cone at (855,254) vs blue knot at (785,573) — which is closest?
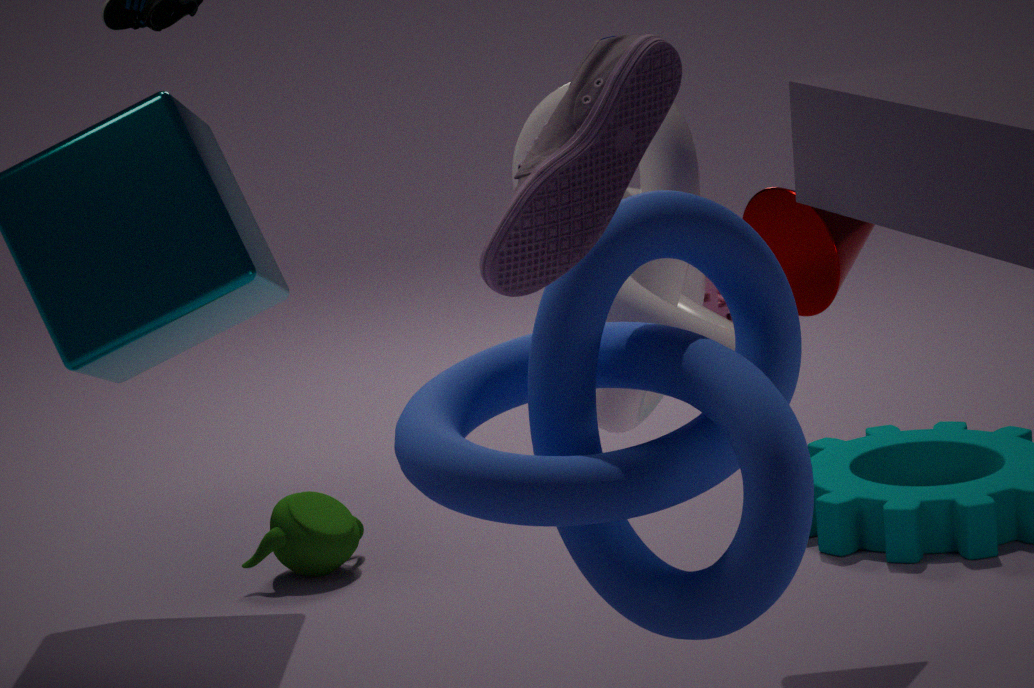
blue knot at (785,573)
